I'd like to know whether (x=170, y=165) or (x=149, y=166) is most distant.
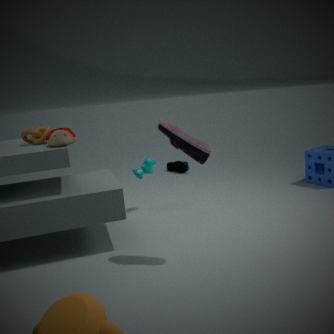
(x=170, y=165)
